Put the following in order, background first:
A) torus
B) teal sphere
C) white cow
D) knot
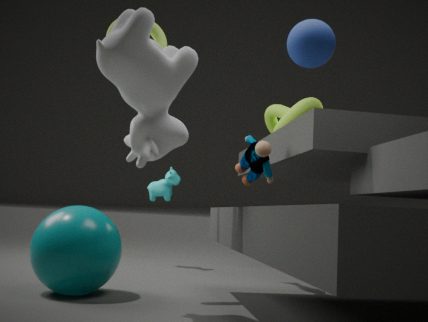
knot
torus
teal sphere
white cow
